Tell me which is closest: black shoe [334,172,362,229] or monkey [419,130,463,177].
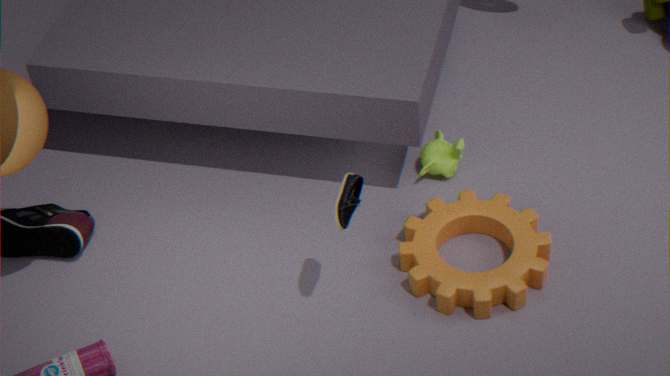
black shoe [334,172,362,229]
